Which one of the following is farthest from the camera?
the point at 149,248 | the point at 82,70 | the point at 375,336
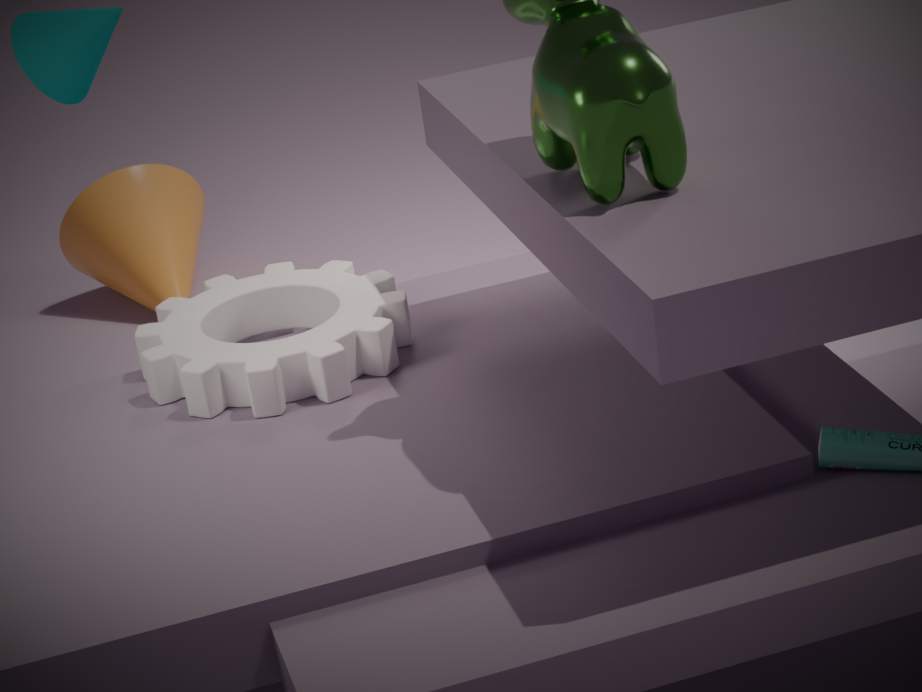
the point at 149,248
